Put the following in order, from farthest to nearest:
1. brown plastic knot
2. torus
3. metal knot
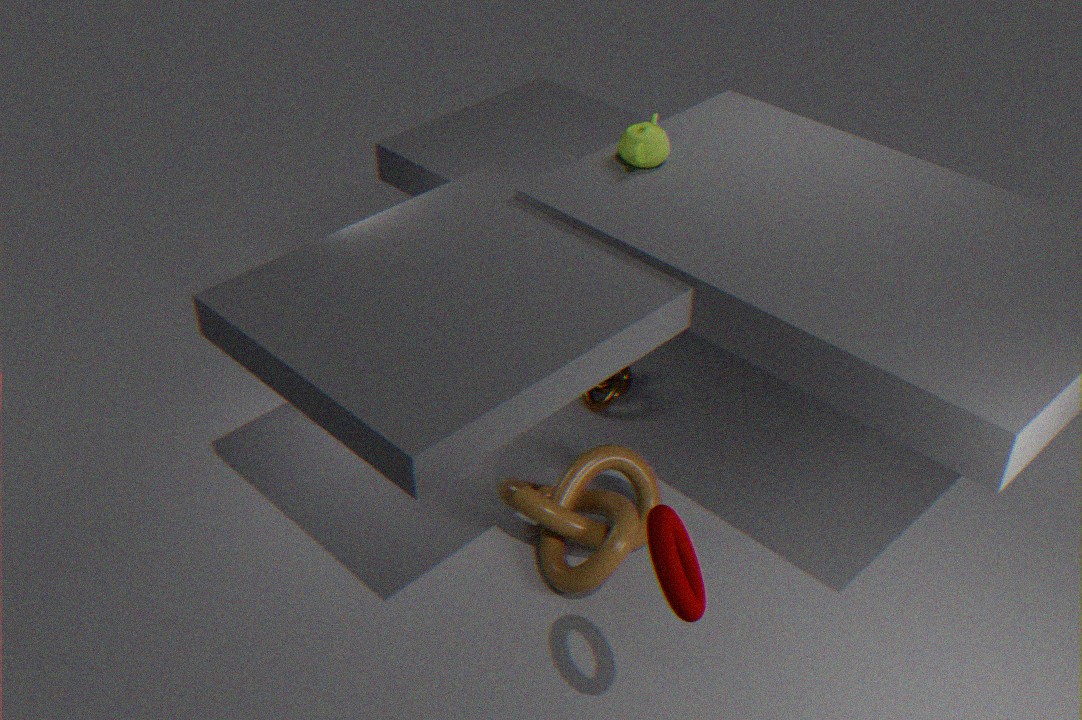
metal knot
brown plastic knot
torus
